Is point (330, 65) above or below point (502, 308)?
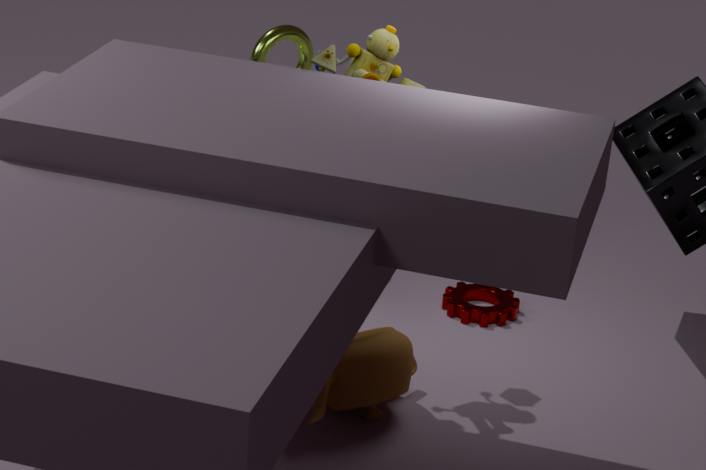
above
